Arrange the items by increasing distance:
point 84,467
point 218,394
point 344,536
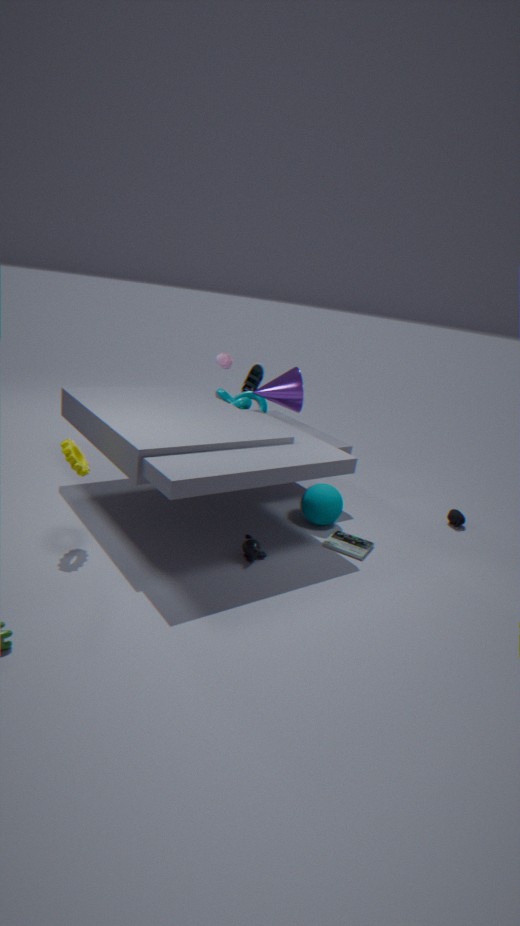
point 84,467
point 344,536
point 218,394
